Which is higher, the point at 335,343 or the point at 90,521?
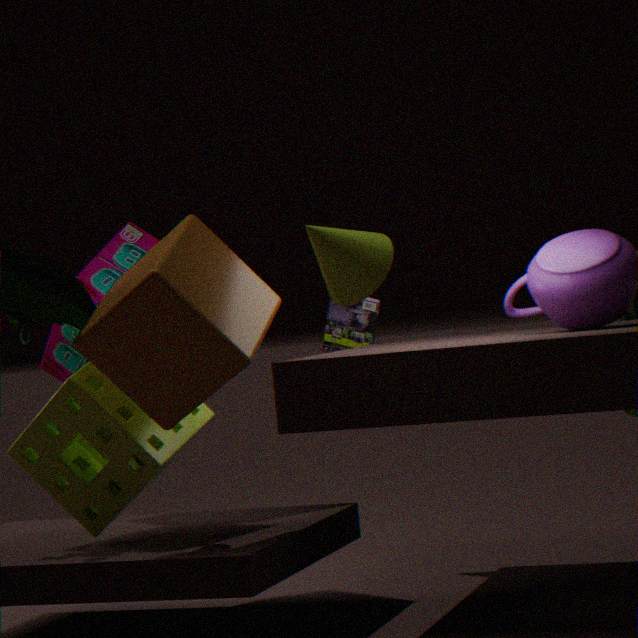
the point at 335,343
